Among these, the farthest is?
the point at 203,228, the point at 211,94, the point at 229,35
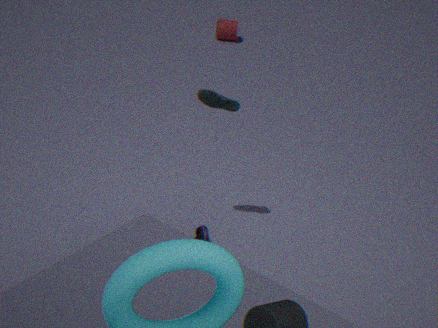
the point at 229,35
